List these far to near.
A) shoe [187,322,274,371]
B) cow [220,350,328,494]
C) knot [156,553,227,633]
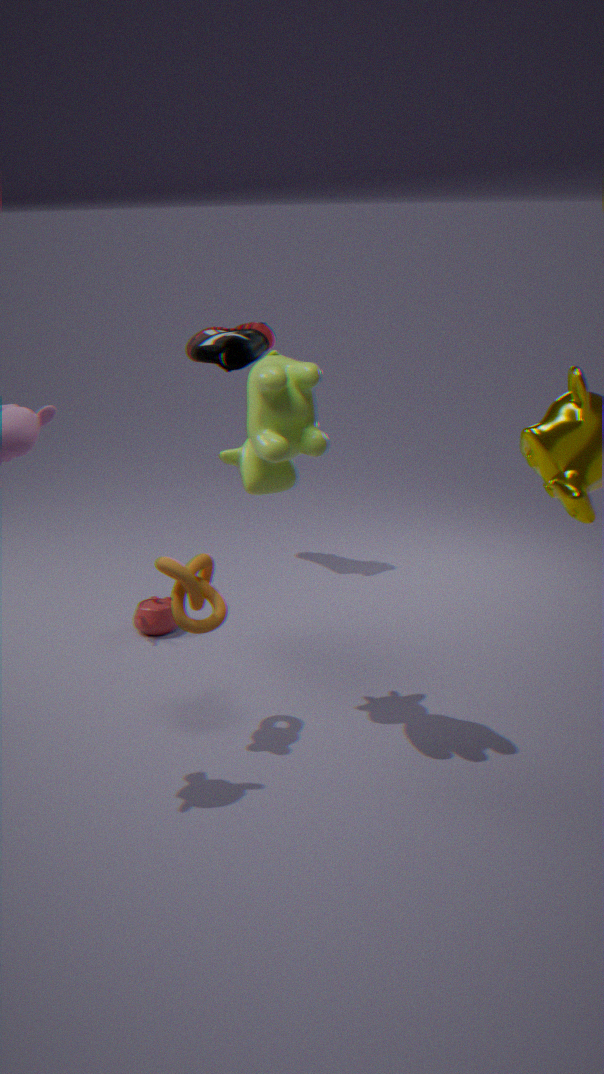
shoe [187,322,274,371]
knot [156,553,227,633]
cow [220,350,328,494]
